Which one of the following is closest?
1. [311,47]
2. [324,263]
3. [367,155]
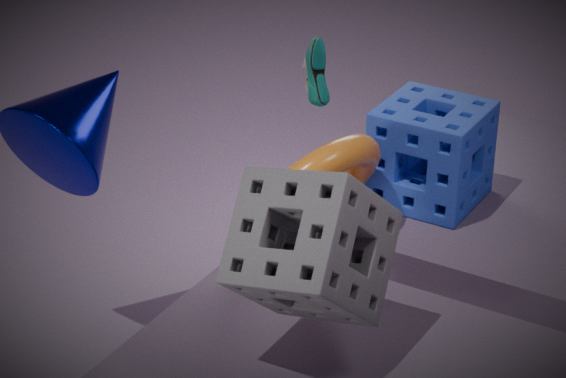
[324,263]
